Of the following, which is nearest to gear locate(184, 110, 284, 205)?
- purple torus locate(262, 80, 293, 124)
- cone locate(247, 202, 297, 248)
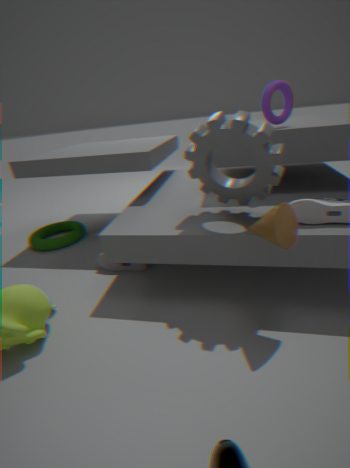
cone locate(247, 202, 297, 248)
